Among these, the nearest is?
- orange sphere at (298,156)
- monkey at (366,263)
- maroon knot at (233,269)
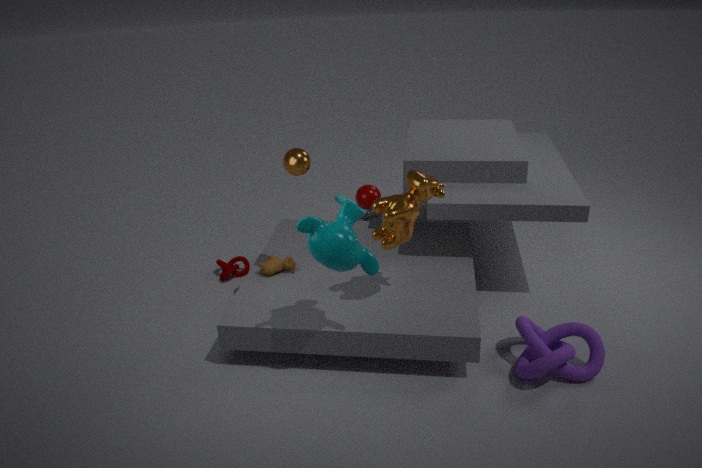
monkey at (366,263)
